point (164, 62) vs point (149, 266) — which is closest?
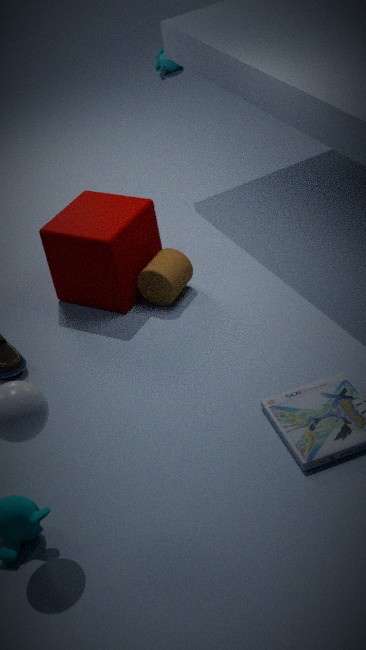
point (149, 266)
